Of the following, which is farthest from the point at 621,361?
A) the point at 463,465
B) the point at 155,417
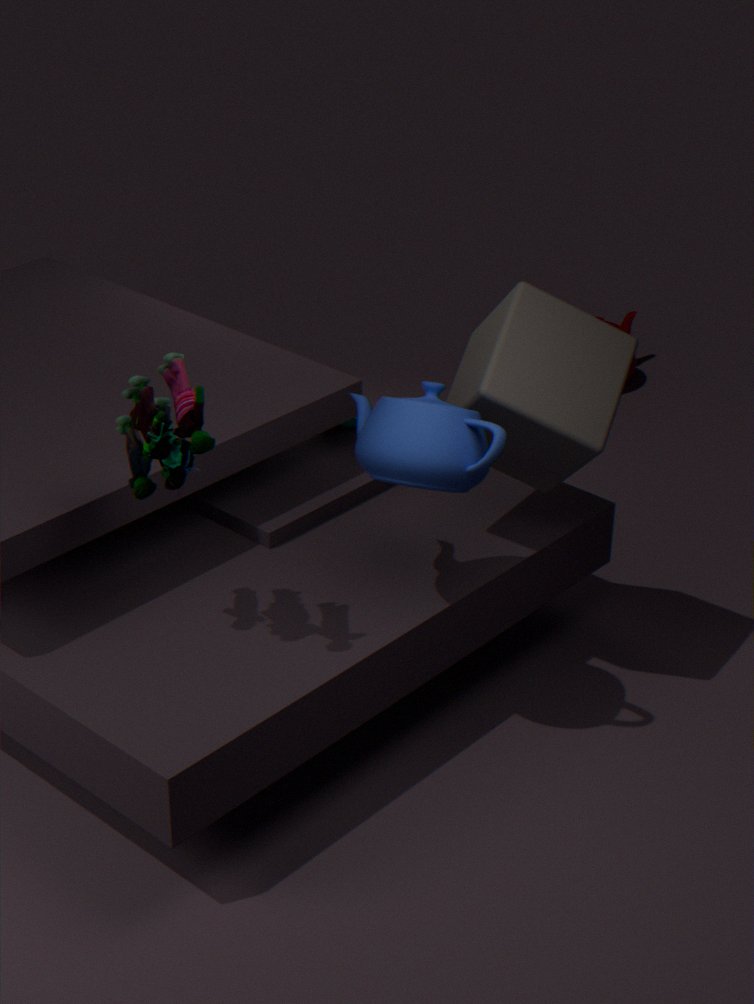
the point at 155,417
